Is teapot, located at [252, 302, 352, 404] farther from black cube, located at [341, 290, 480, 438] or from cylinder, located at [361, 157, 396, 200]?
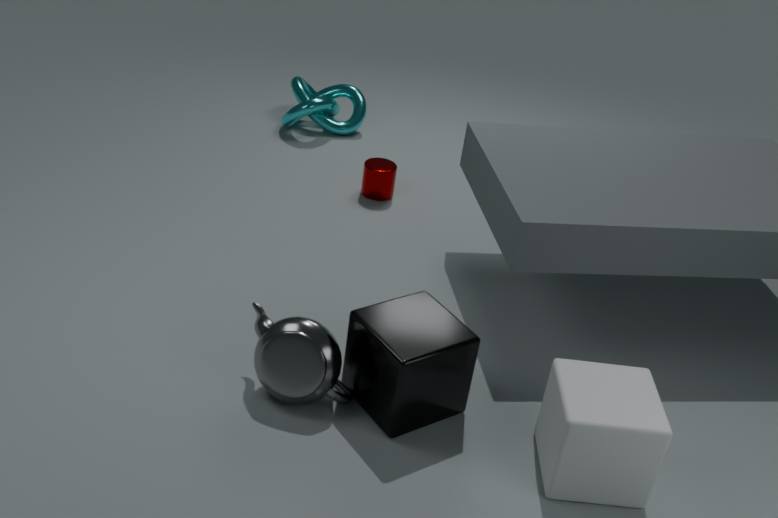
cylinder, located at [361, 157, 396, 200]
